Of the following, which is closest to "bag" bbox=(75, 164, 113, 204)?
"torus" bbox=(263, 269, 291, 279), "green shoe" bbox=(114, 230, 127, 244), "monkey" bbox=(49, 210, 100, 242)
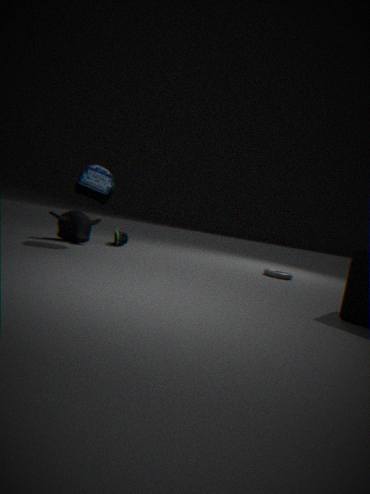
"monkey" bbox=(49, 210, 100, 242)
